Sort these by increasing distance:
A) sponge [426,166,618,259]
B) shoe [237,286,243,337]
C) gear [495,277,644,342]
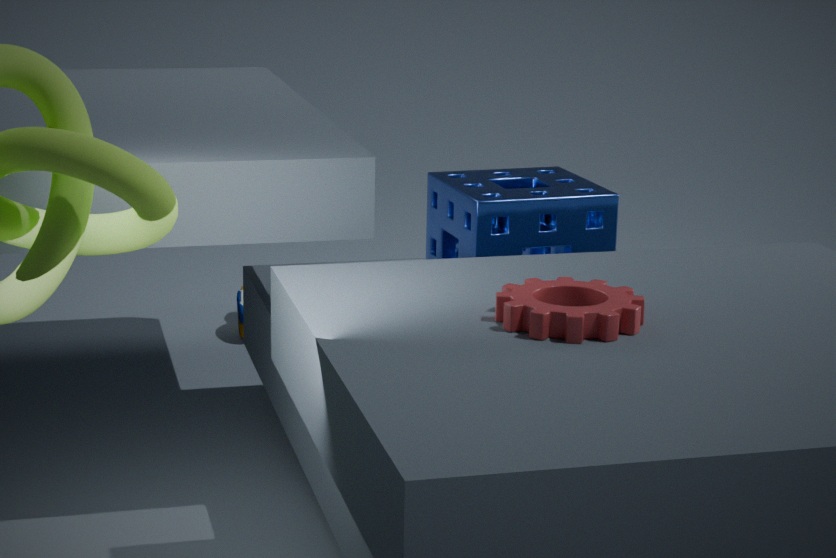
gear [495,277,644,342] → sponge [426,166,618,259] → shoe [237,286,243,337]
